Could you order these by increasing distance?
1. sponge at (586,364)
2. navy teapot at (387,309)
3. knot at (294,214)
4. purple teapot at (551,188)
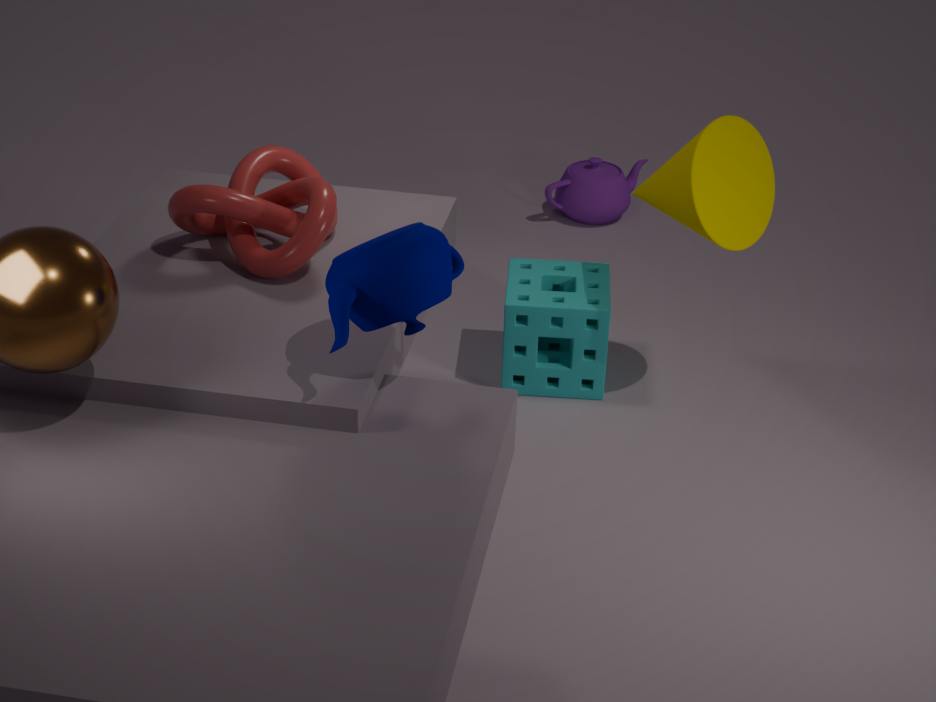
navy teapot at (387,309) < knot at (294,214) < sponge at (586,364) < purple teapot at (551,188)
